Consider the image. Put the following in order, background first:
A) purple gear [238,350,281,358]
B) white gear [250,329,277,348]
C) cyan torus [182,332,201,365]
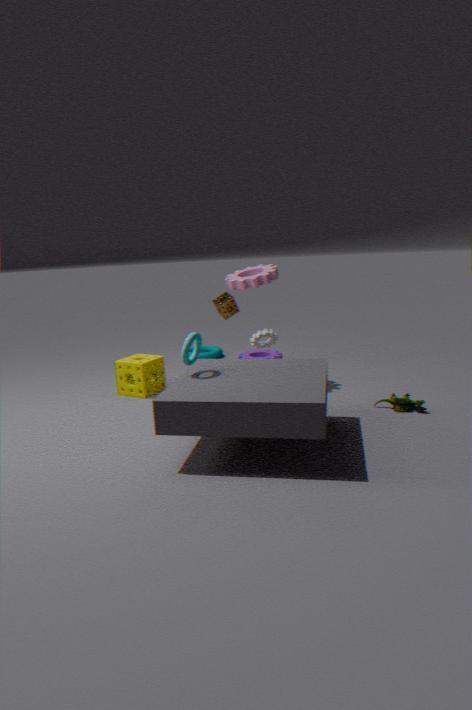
purple gear [238,350,281,358]
white gear [250,329,277,348]
cyan torus [182,332,201,365]
